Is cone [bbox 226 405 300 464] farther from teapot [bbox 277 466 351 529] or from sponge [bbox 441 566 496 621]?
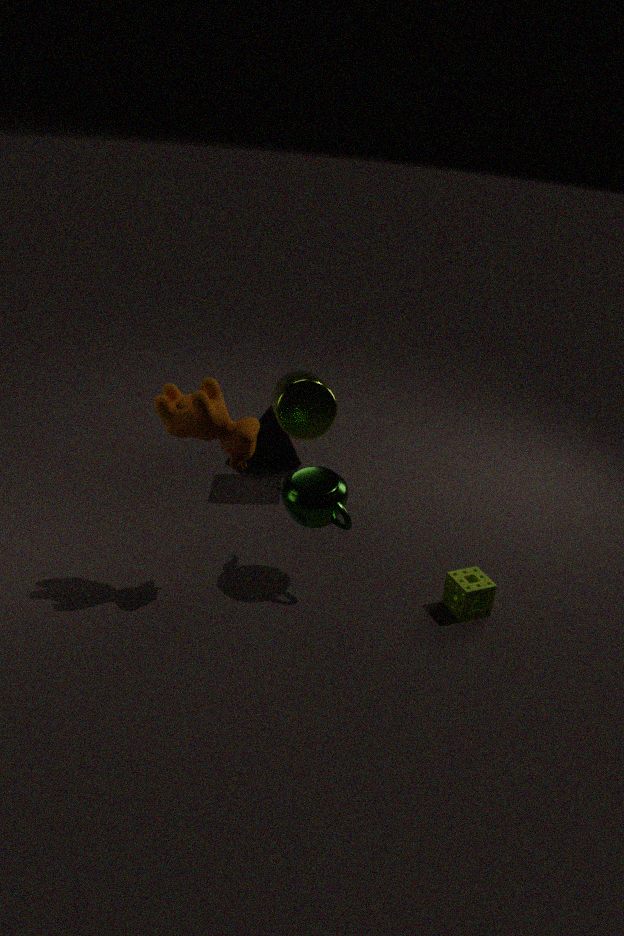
sponge [bbox 441 566 496 621]
